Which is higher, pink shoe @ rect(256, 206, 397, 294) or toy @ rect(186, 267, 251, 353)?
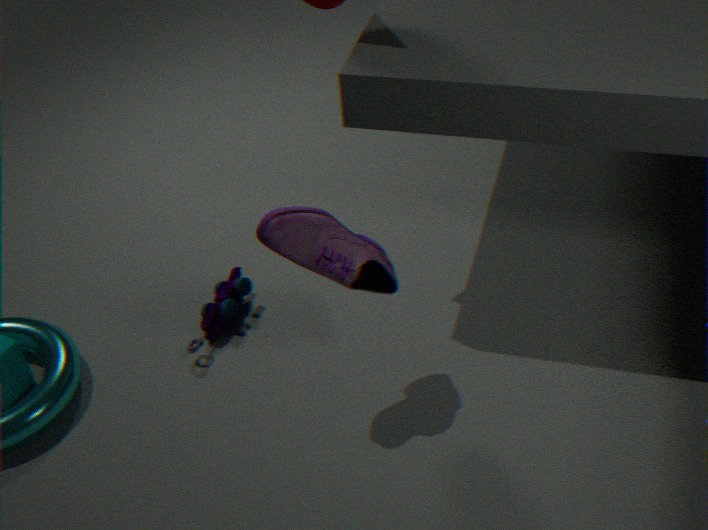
pink shoe @ rect(256, 206, 397, 294)
